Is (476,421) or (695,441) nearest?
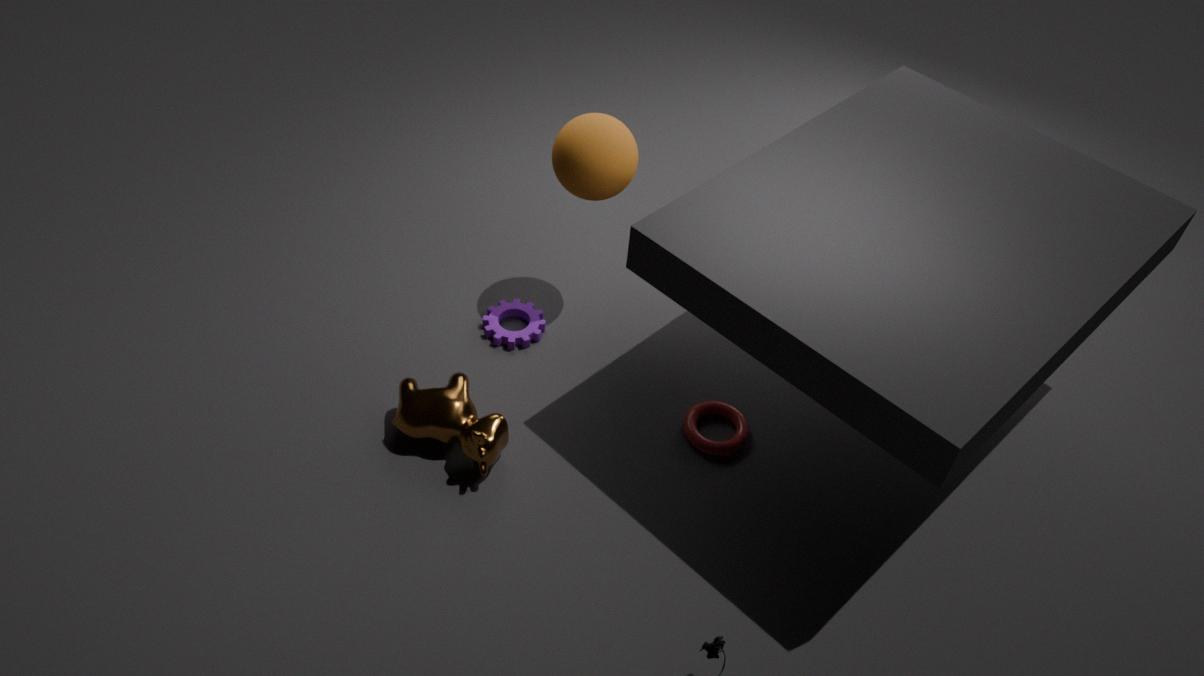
(476,421)
